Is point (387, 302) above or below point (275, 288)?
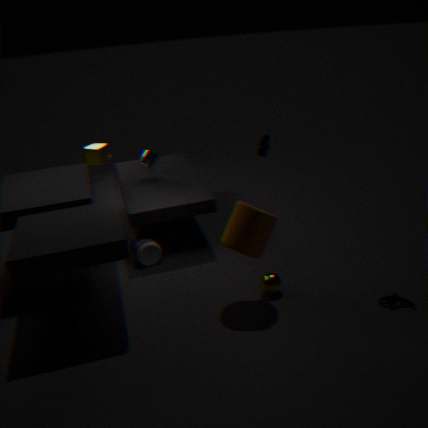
below
